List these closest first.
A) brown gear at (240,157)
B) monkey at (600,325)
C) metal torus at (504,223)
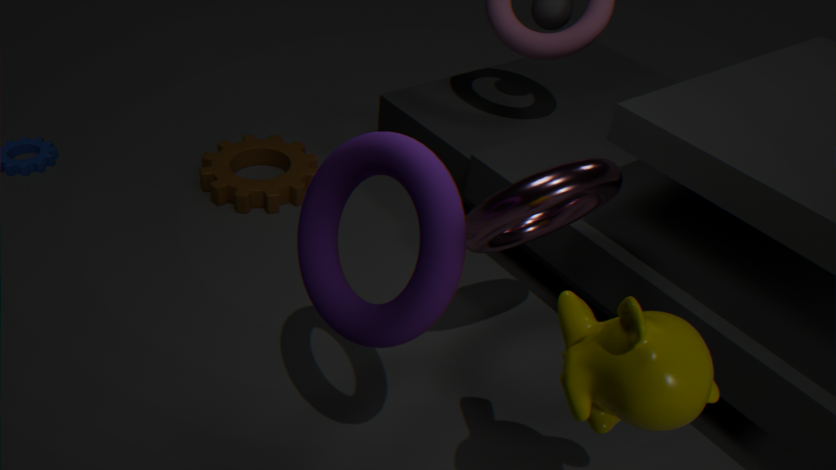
monkey at (600,325)
metal torus at (504,223)
brown gear at (240,157)
